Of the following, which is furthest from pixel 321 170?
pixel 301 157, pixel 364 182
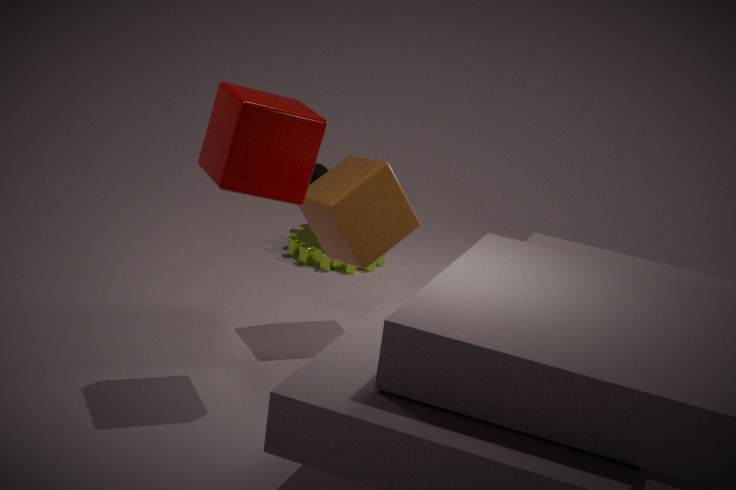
pixel 301 157
